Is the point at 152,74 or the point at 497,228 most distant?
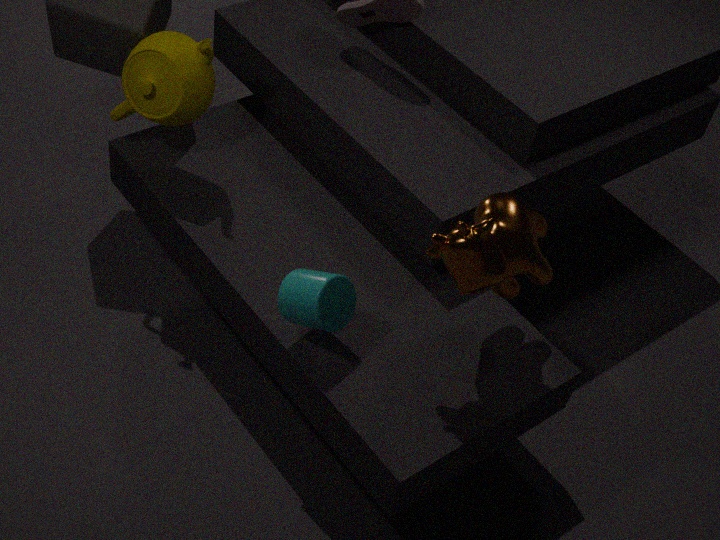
the point at 152,74
